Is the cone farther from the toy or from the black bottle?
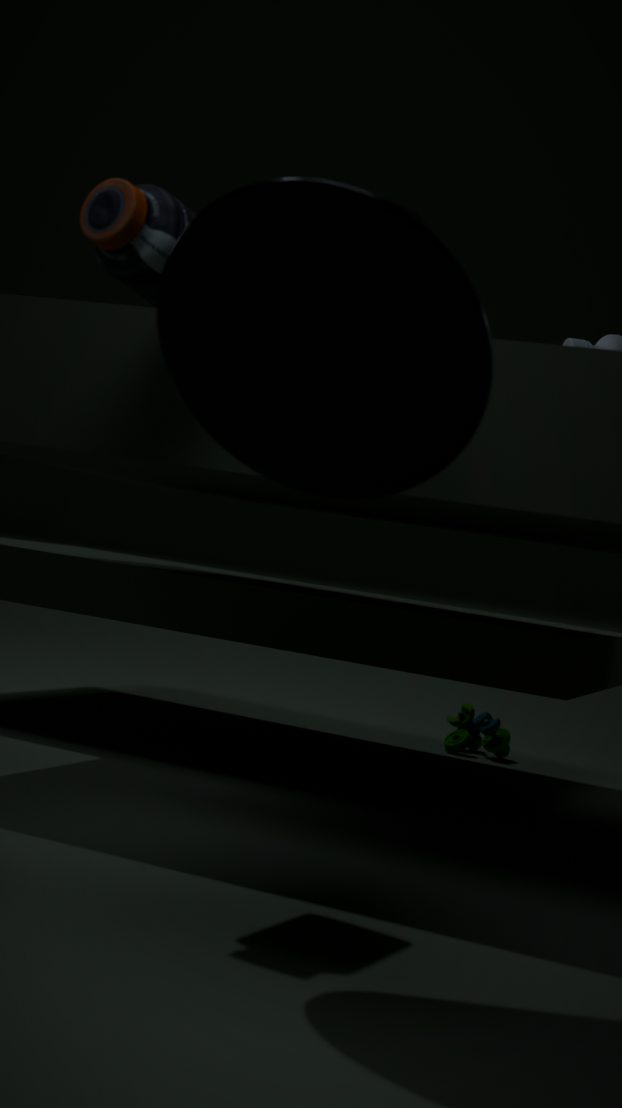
the toy
